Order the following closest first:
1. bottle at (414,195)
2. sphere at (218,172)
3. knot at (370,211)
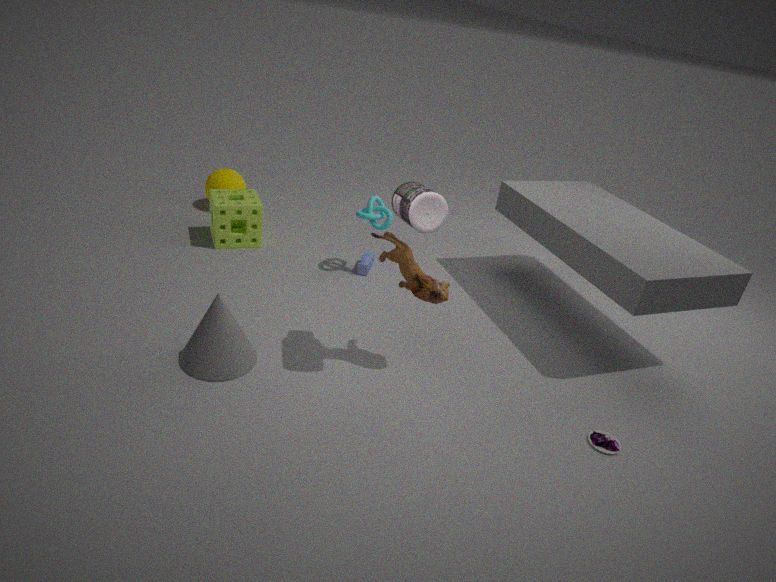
bottle at (414,195) < knot at (370,211) < sphere at (218,172)
